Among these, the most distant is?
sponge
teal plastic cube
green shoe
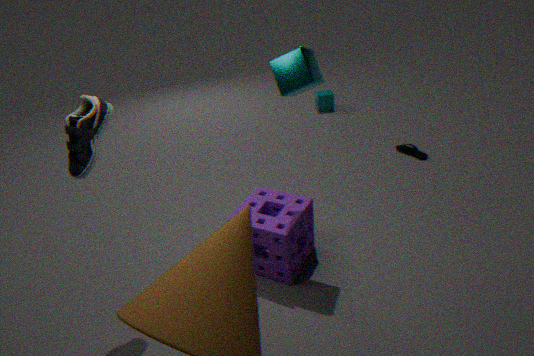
teal plastic cube
